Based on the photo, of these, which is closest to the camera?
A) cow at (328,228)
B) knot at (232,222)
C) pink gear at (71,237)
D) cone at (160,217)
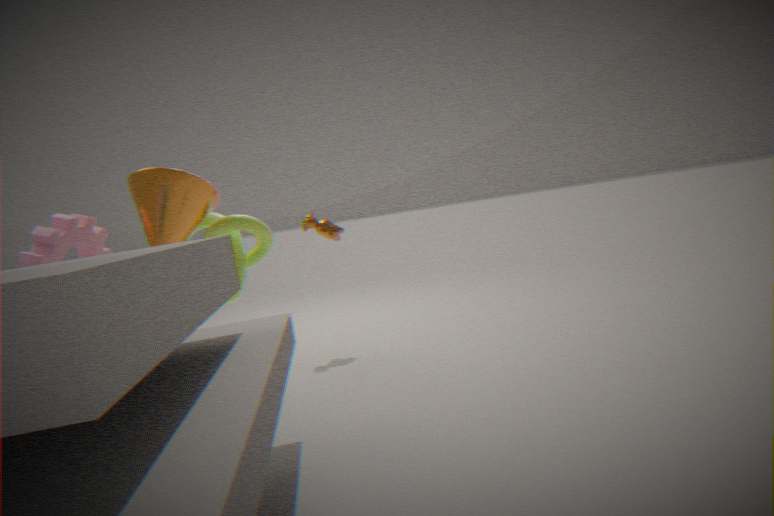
C. pink gear at (71,237)
